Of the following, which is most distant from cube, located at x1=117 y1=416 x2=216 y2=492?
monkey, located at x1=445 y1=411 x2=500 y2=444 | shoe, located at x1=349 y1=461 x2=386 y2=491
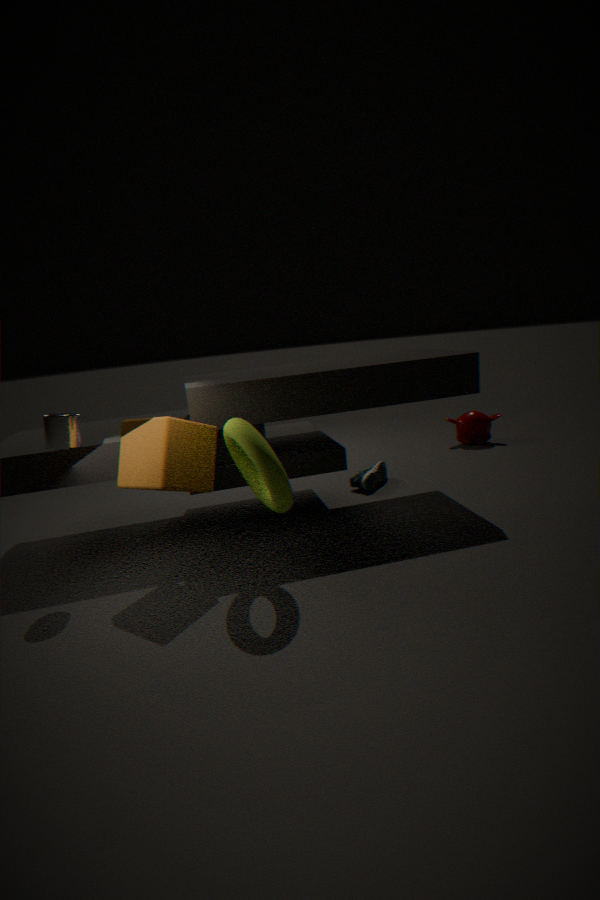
monkey, located at x1=445 y1=411 x2=500 y2=444
